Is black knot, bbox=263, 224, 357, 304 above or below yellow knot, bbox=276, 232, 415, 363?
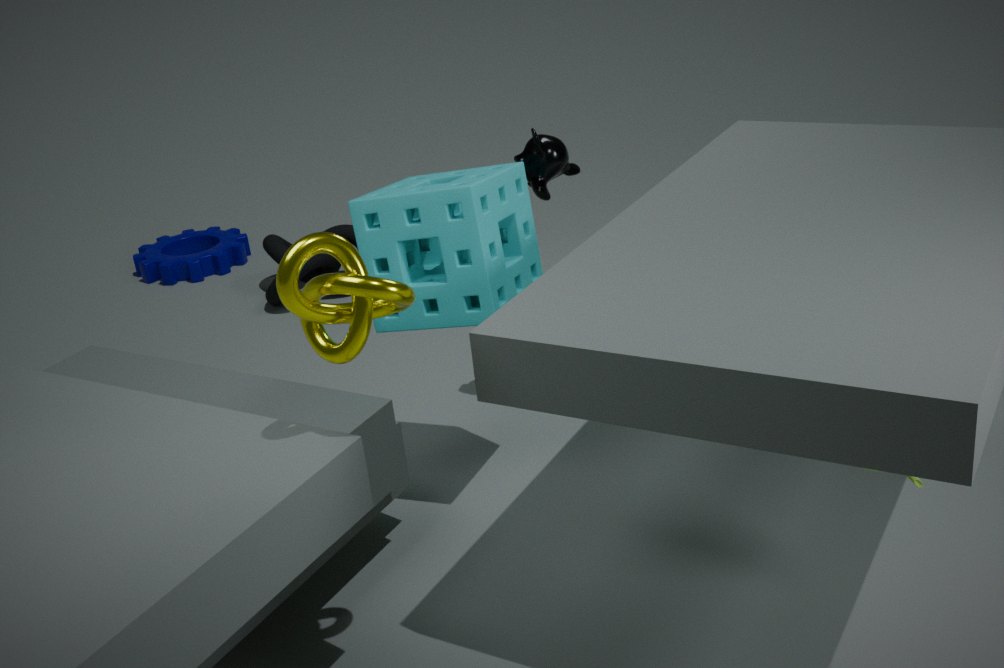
below
